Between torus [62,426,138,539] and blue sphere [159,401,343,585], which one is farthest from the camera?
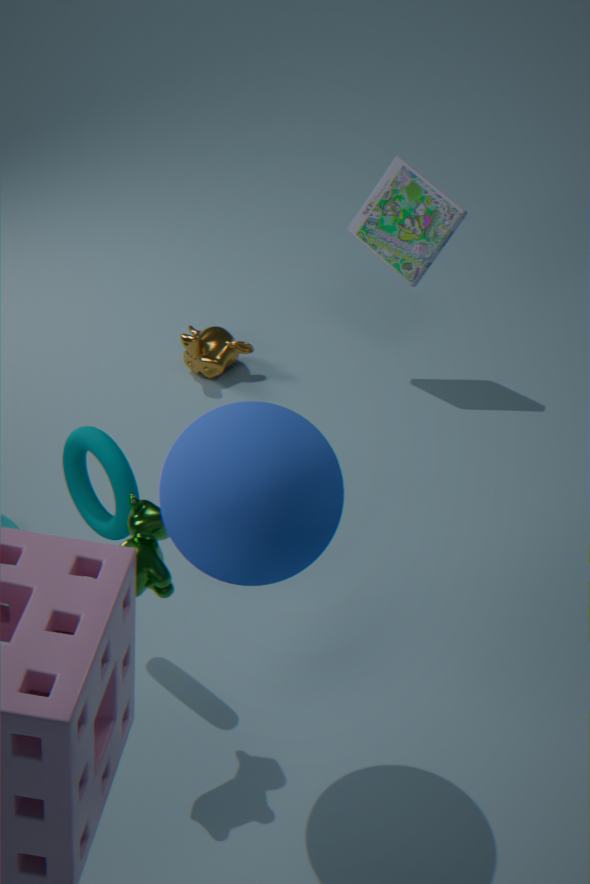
torus [62,426,138,539]
